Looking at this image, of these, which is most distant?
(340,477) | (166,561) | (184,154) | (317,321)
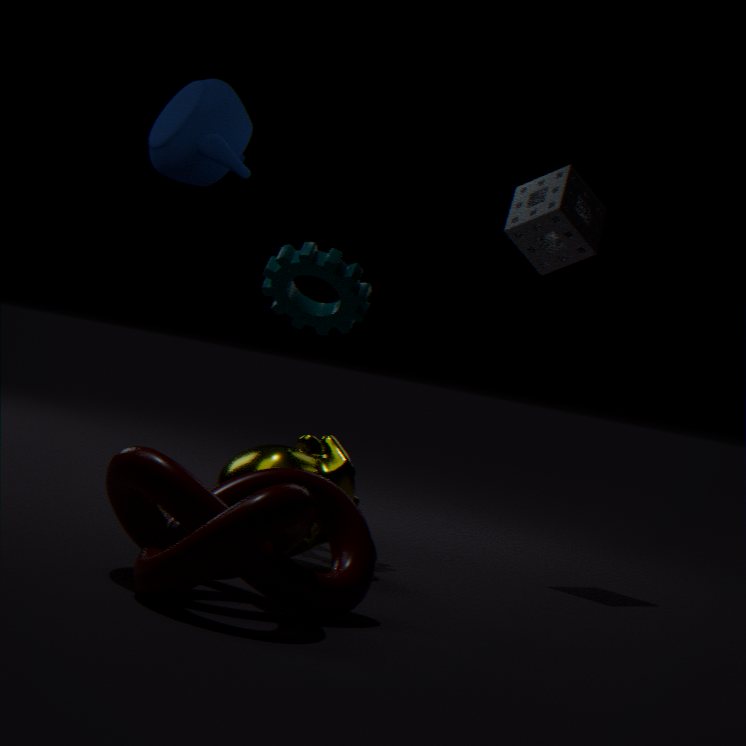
(184,154)
